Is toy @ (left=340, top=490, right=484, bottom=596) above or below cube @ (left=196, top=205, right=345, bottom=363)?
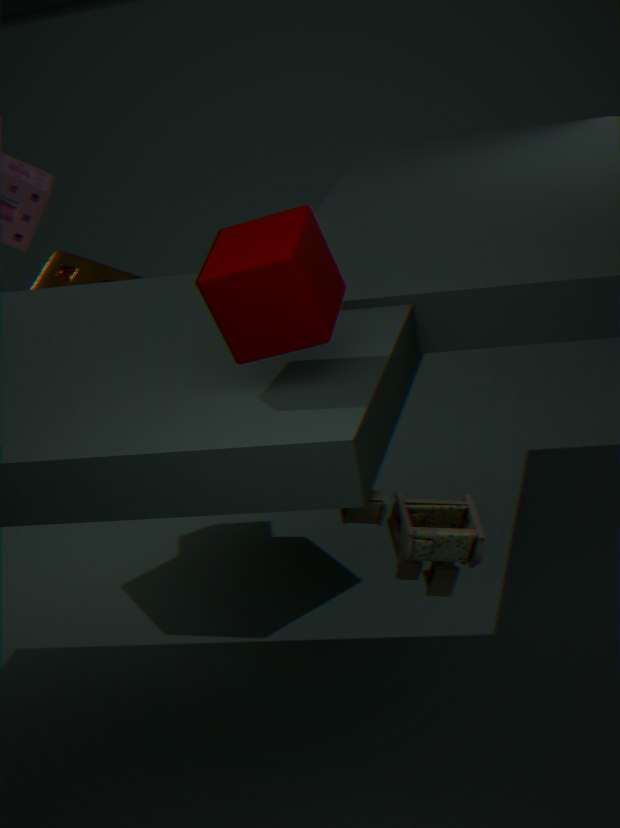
below
